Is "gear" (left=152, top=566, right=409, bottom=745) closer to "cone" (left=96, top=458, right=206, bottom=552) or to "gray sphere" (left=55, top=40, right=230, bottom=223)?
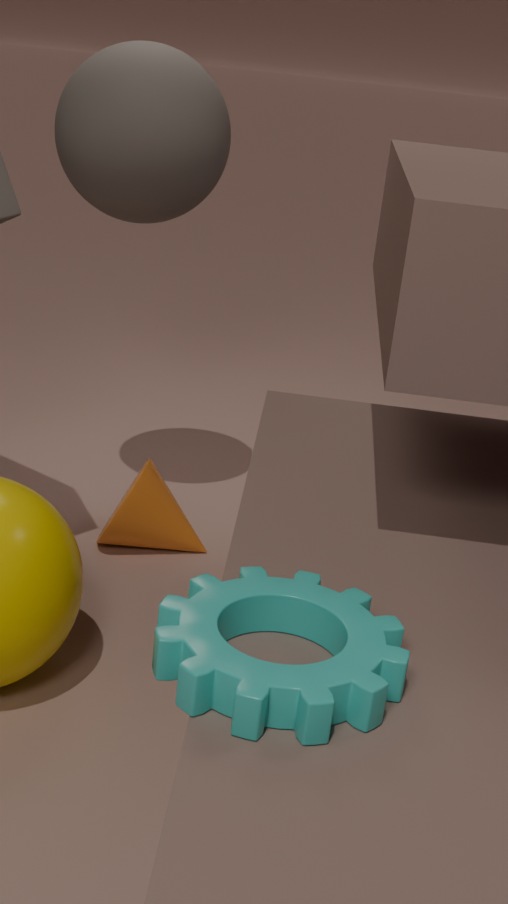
"cone" (left=96, top=458, right=206, bottom=552)
